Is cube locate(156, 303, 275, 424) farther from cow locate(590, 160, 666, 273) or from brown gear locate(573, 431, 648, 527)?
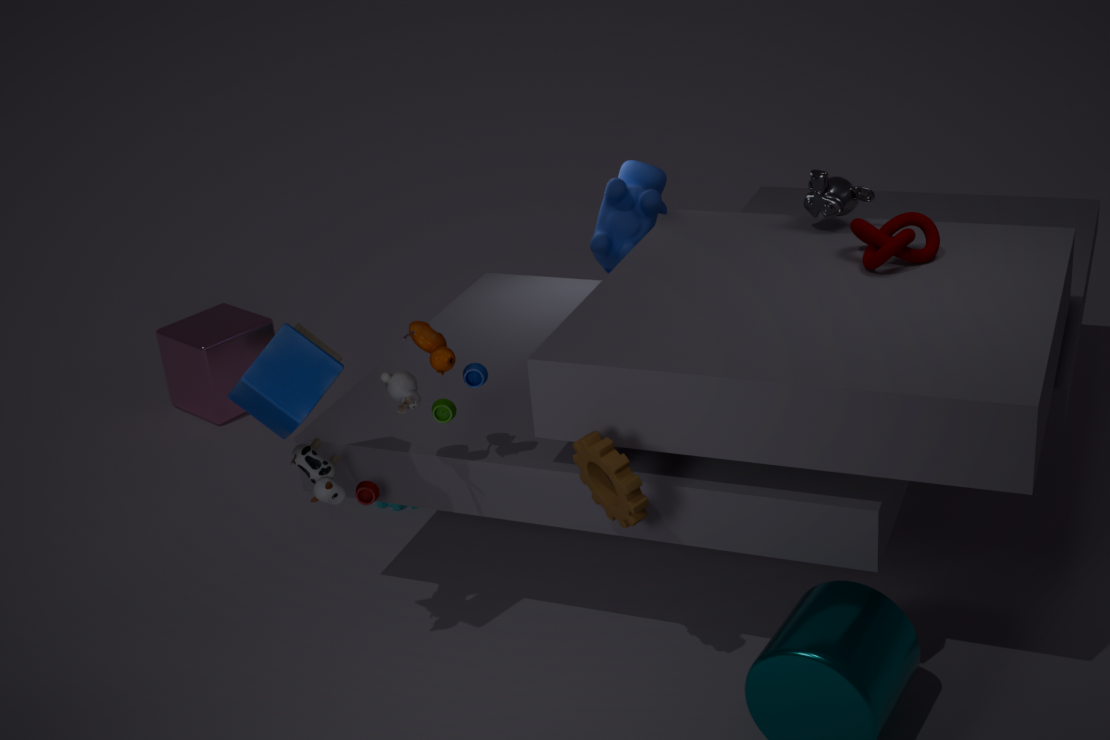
brown gear locate(573, 431, 648, 527)
